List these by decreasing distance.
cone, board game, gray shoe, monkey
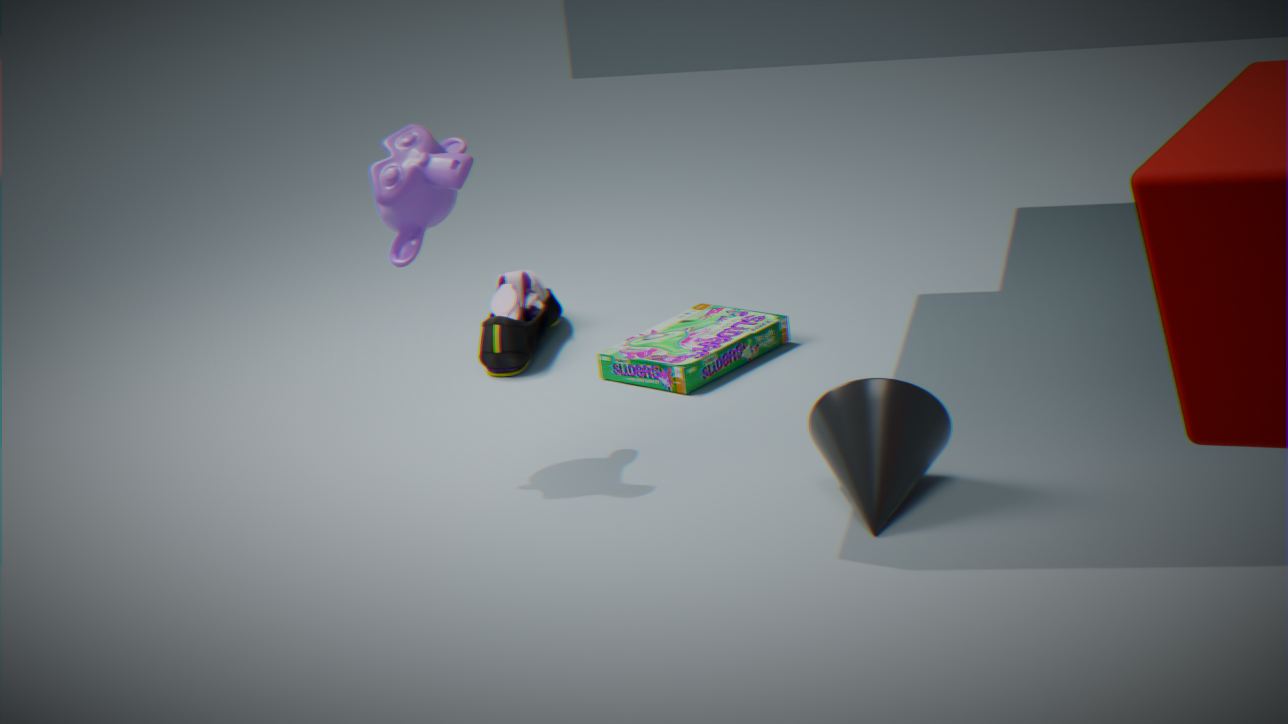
1. gray shoe
2. board game
3. monkey
4. cone
